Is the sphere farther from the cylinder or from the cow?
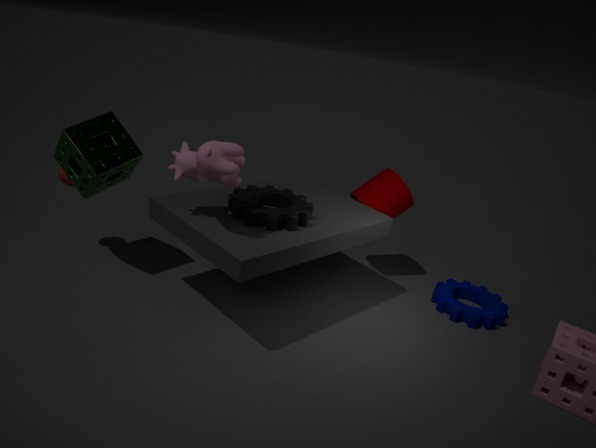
the cylinder
